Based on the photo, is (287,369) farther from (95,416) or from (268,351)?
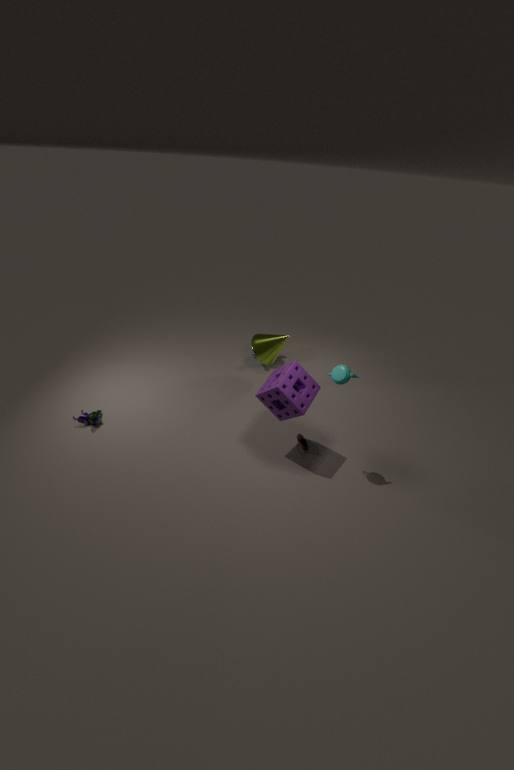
(95,416)
